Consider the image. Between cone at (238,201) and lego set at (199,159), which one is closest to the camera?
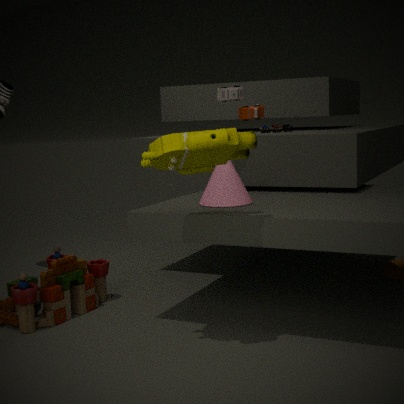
lego set at (199,159)
